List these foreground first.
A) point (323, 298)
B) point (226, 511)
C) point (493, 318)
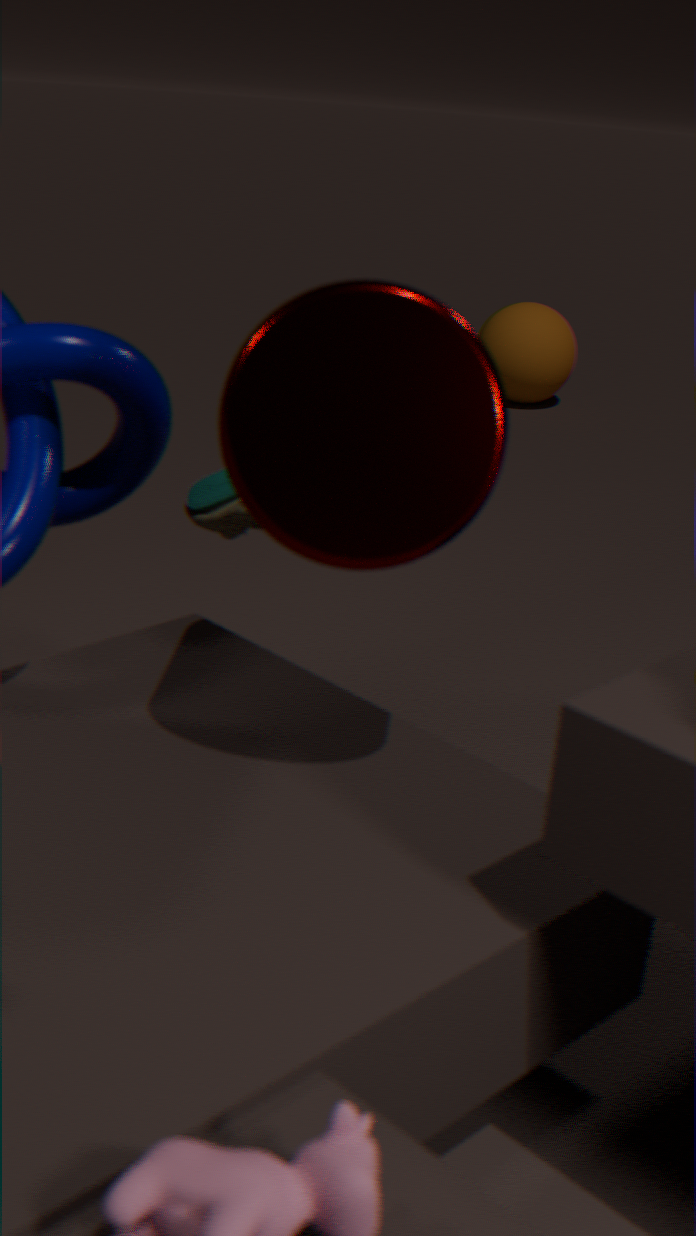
1. point (323, 298)
2. point (226, 511)
3. point (493, 318)
